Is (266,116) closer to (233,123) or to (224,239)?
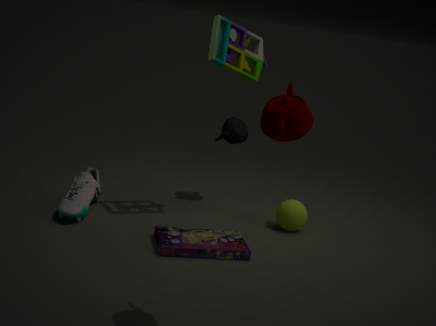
(224,239)
